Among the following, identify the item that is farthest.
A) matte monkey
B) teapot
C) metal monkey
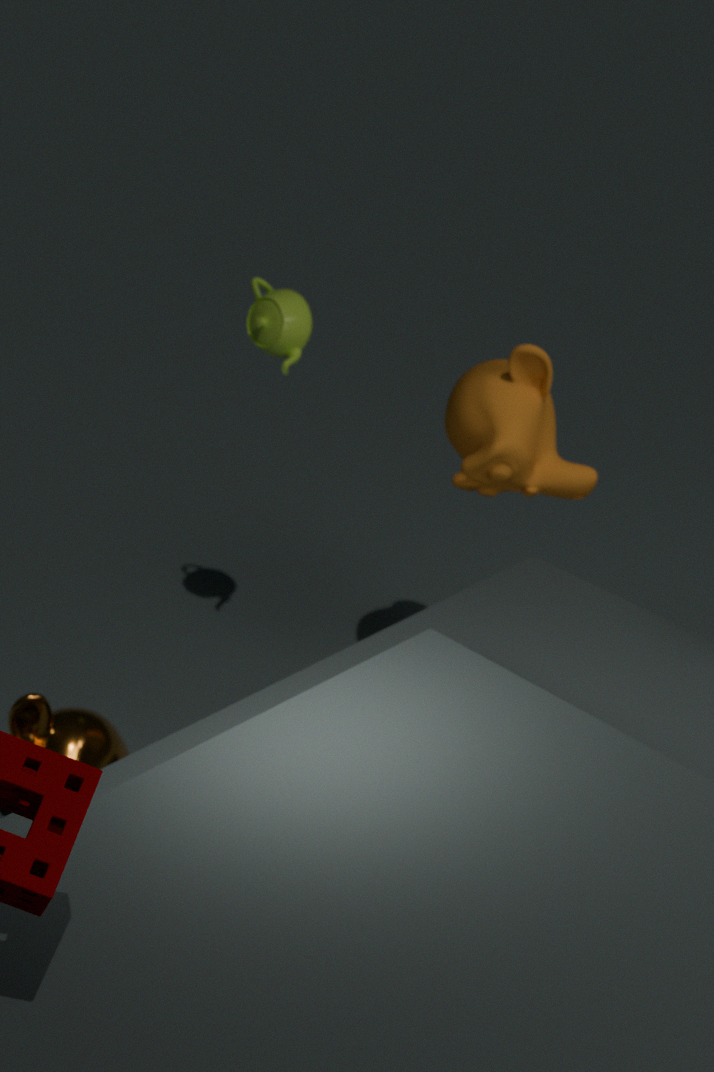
teapot
